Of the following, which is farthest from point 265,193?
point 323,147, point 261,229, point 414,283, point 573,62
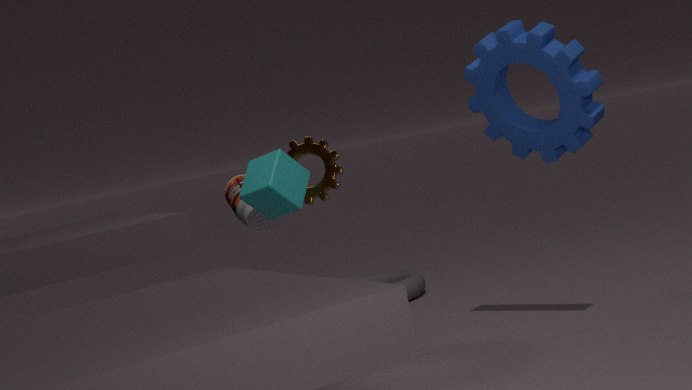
point 414,283
